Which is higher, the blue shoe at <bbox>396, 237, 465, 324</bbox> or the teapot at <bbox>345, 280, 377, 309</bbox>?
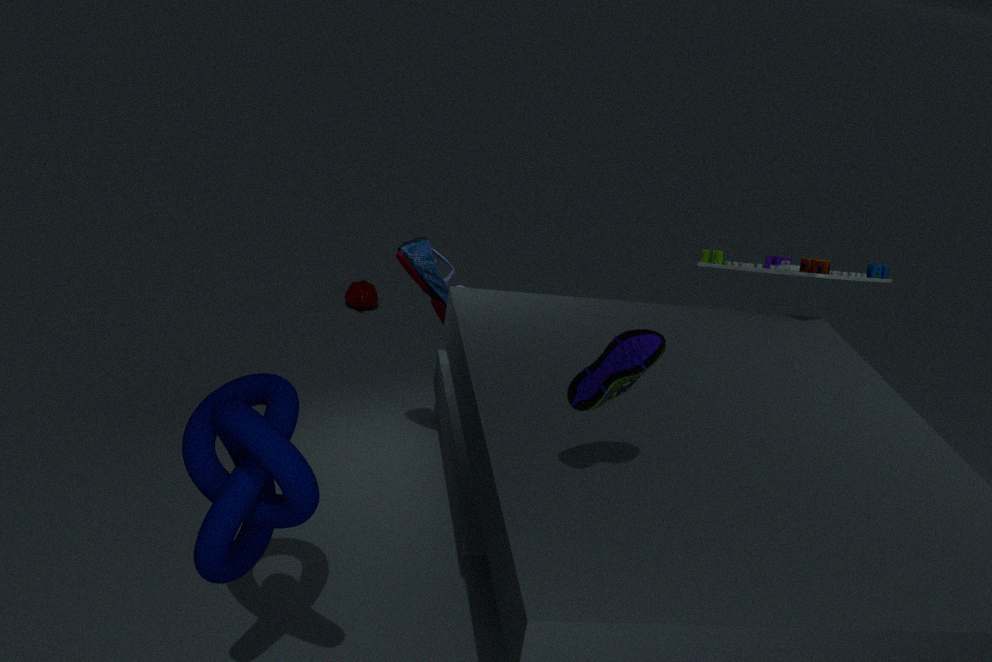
the blue shoe at <bbox>396, 237, 465, 324</bbox>
